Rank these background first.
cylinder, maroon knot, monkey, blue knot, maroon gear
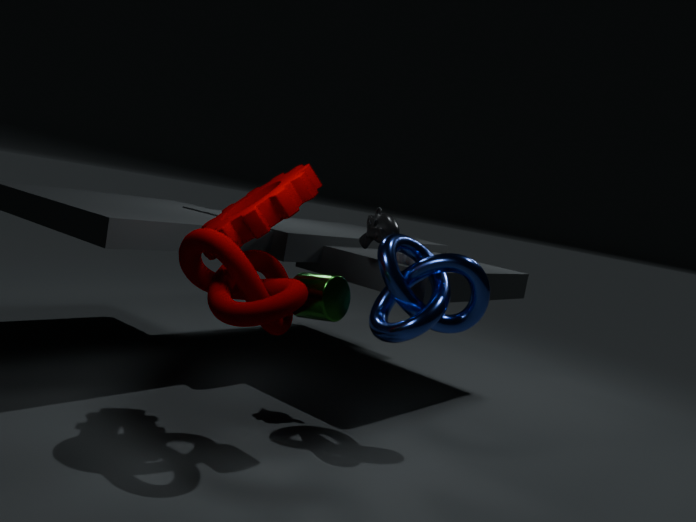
monkey < blue knot < cylinder < maroon gear < maroon knot
